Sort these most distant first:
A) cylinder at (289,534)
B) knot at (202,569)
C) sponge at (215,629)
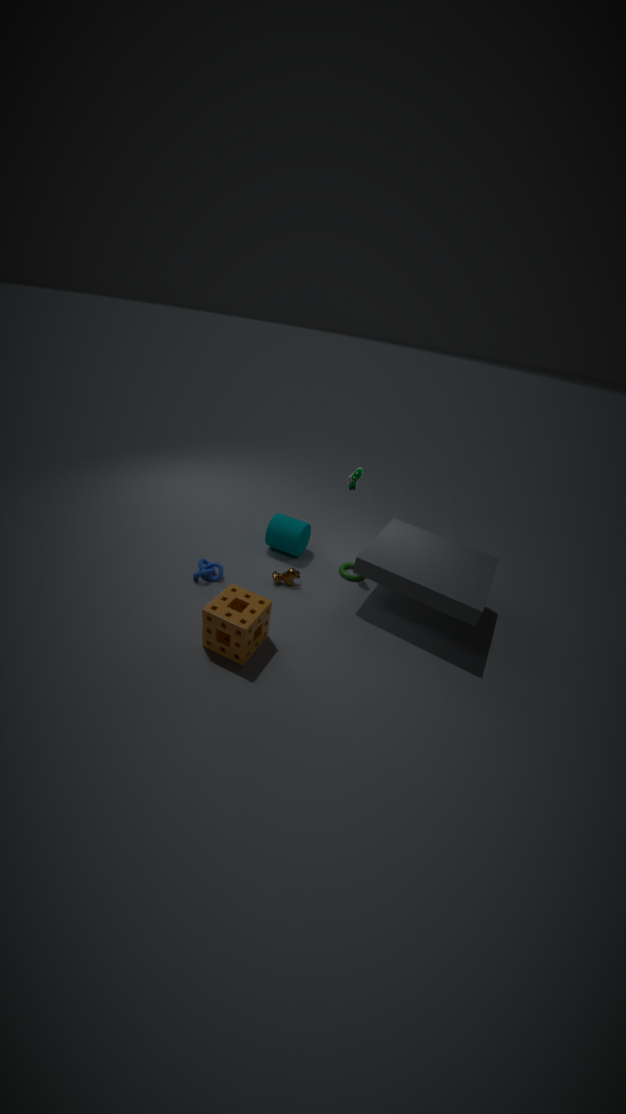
1. cylinder at (289,534)
2. knot at (202,569)
3. sponge at (215,629)
